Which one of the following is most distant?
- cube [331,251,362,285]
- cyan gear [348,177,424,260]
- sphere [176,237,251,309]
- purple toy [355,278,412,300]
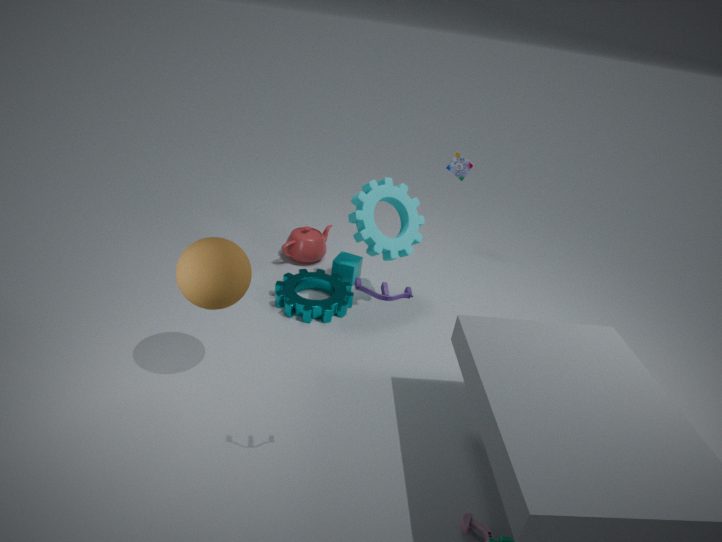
cube [331,251,362,285]
